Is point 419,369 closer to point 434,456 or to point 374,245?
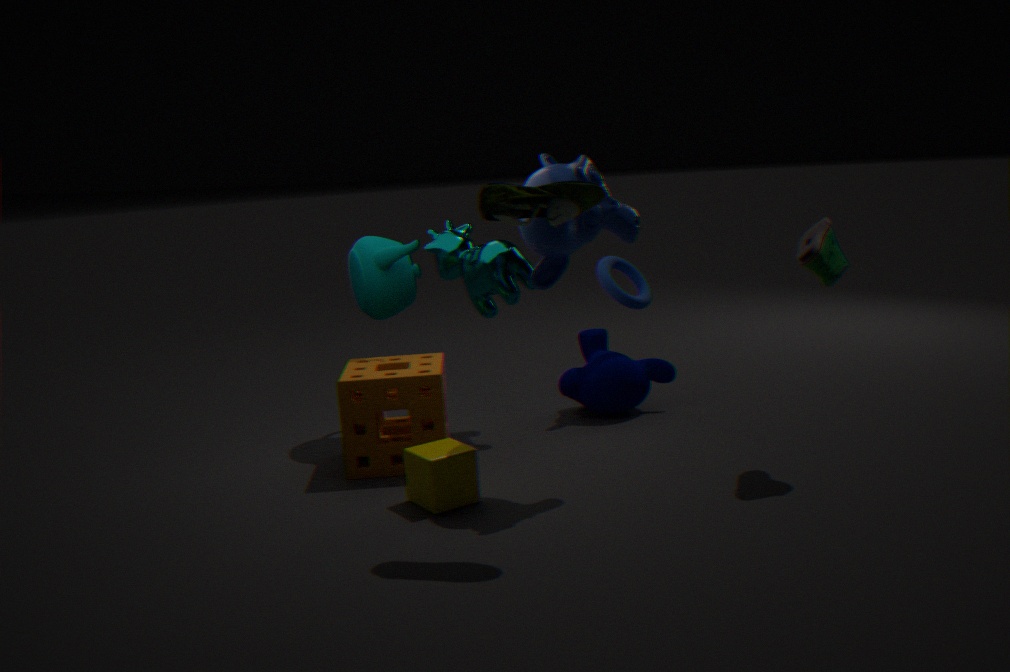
point 434,456
